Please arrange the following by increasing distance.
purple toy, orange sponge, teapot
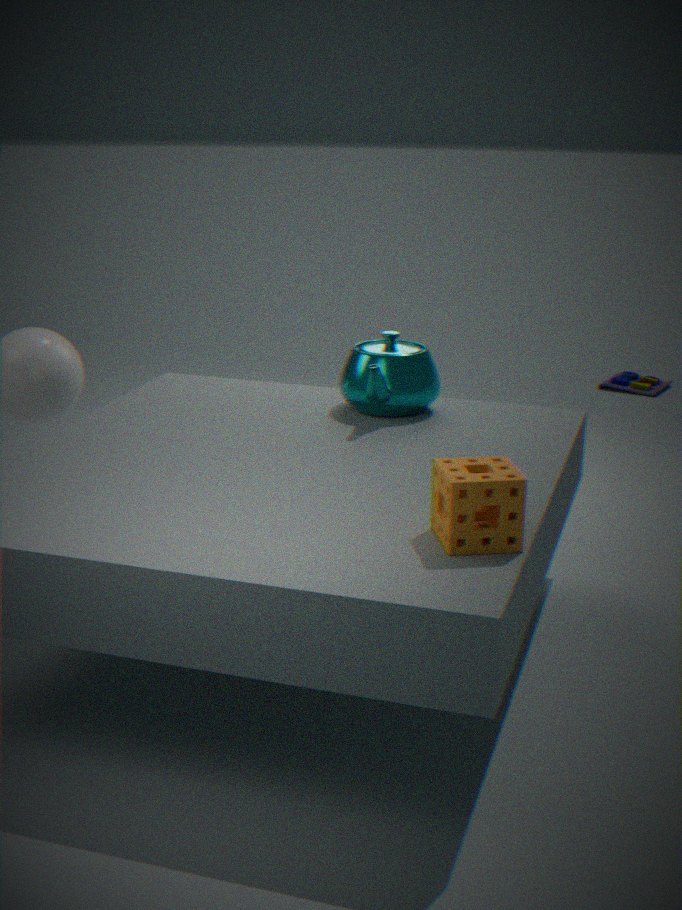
orange sponge → teapot → purple toy
